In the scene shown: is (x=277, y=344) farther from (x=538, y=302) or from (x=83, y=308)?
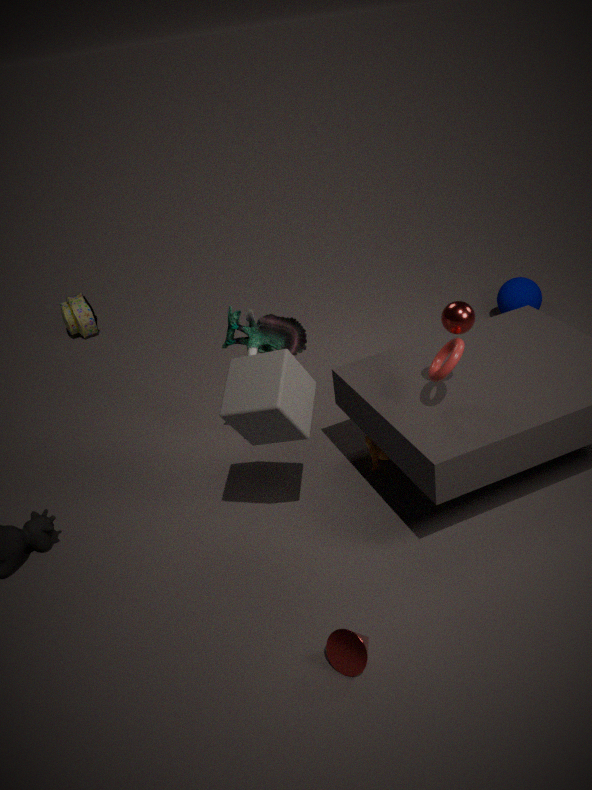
(x=83, y=308)
